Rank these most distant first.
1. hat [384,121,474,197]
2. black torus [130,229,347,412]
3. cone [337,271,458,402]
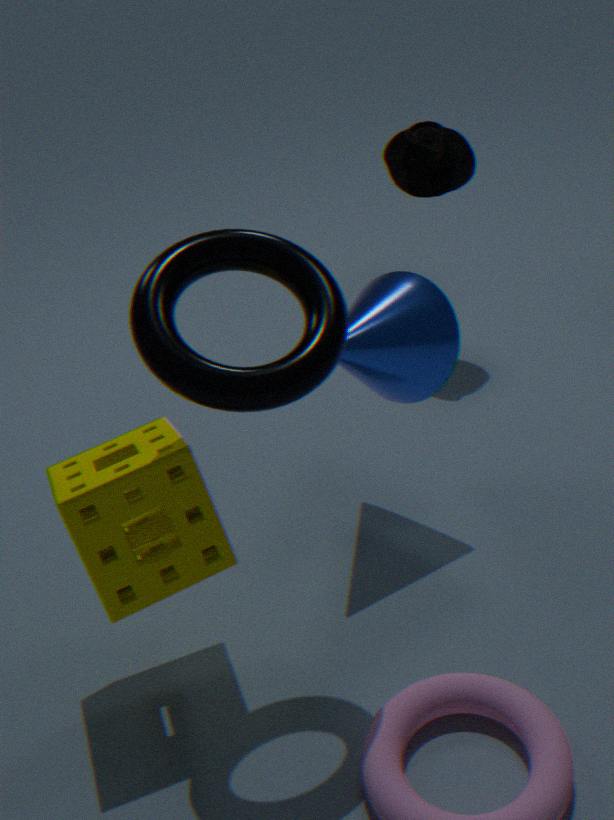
hat [384,121,474,197] → cone [337,271,458,402] → black torus [130,229,347,412]
